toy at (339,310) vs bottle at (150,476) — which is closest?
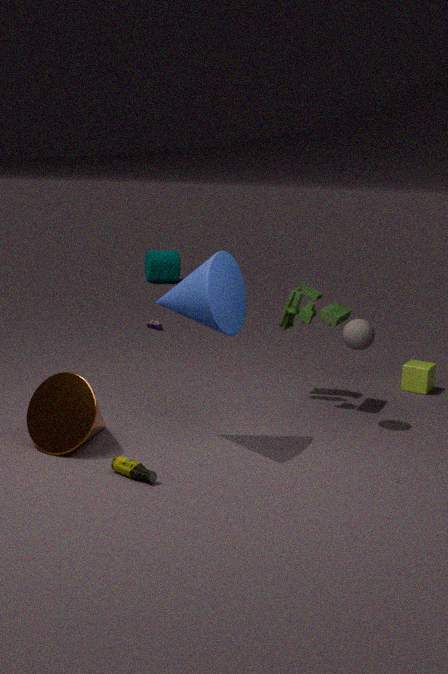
bottle at (150,476)
